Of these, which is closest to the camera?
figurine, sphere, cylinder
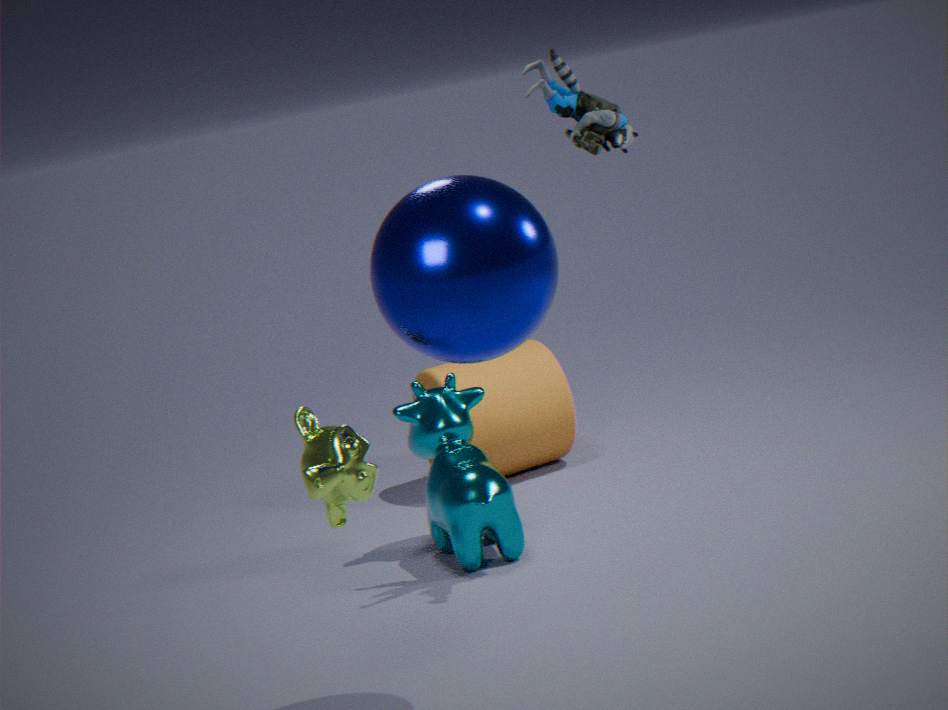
sphere
